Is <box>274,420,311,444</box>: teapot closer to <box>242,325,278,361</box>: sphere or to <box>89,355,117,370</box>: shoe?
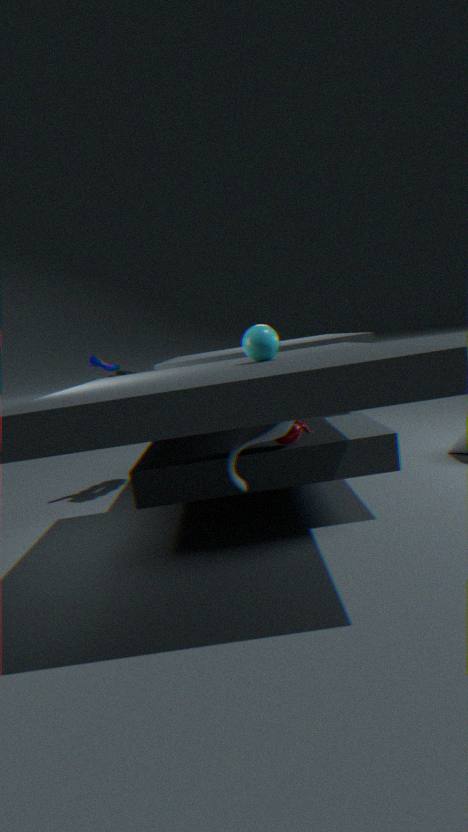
<box>242,325,278,361</box>: sphere
